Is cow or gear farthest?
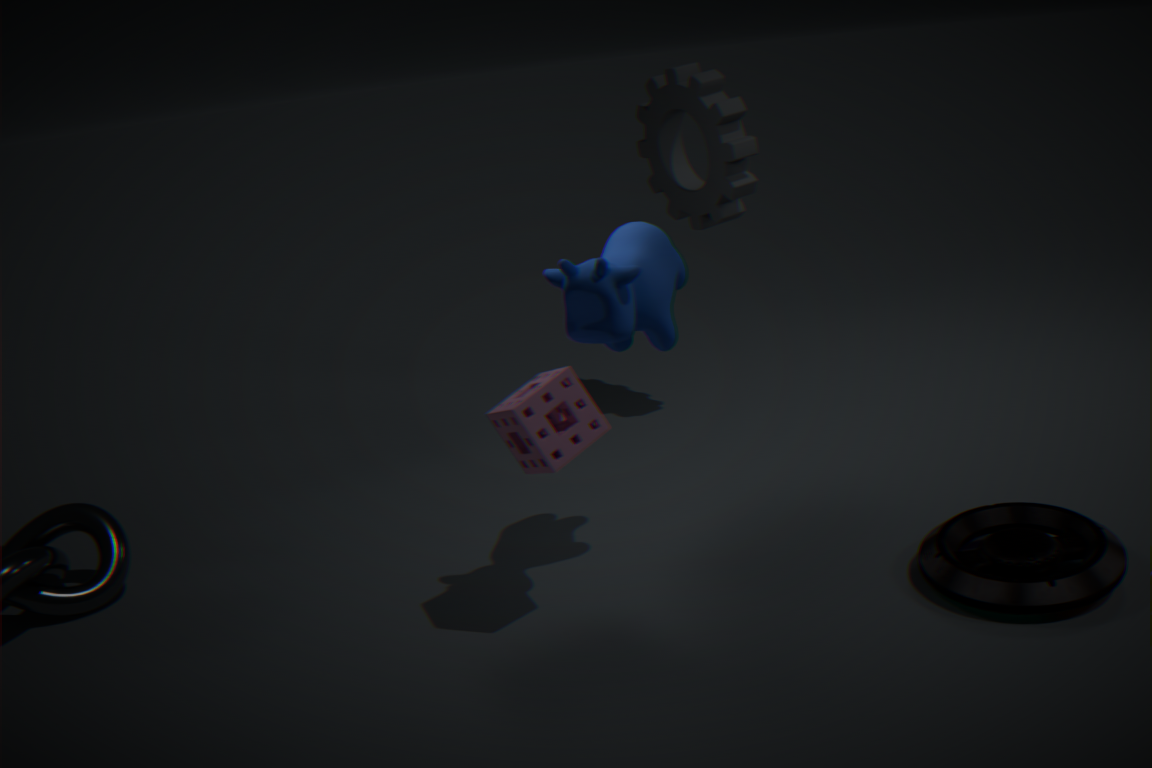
gear
